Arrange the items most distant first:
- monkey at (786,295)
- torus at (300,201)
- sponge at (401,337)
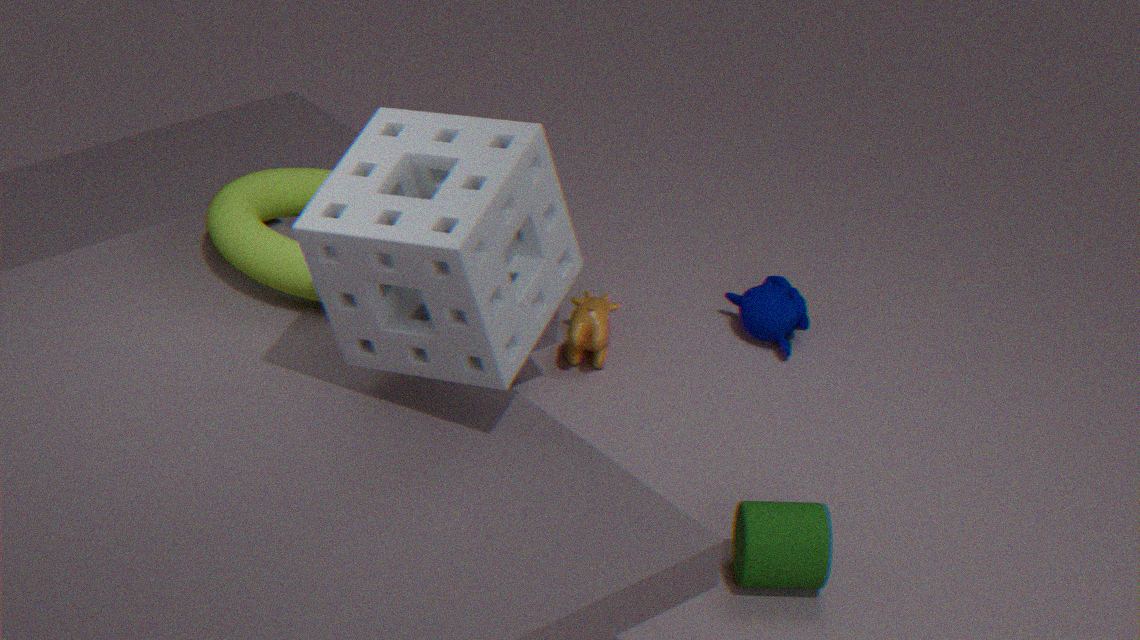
1. monkey at (786,295)
2. torus at (300,201)
3. sponge at (401,337)
